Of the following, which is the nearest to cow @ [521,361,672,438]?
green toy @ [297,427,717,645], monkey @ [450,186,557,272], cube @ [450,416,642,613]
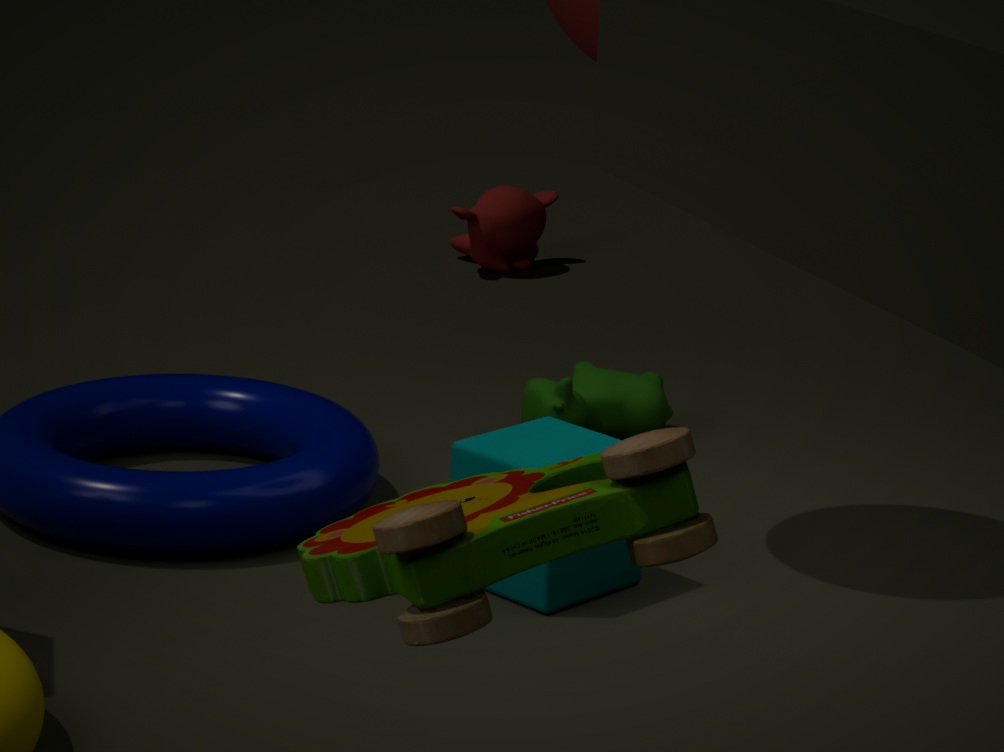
cube @ [450,416,642,613]
